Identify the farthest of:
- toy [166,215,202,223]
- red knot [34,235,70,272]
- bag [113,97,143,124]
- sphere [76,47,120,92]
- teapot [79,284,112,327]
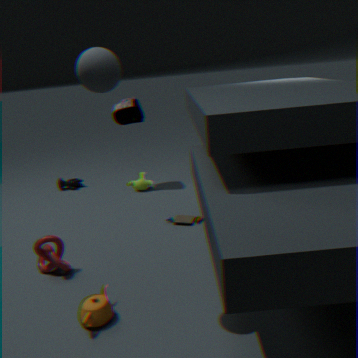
bag [113,97,143,124]
